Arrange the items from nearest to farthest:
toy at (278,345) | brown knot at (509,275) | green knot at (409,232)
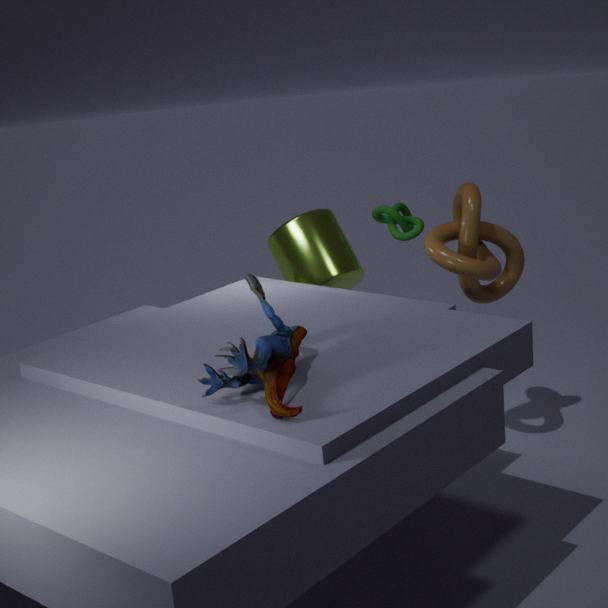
1. toy at (278,345)
2. brown knot at (509,275)
3. green knot at (409,232)
